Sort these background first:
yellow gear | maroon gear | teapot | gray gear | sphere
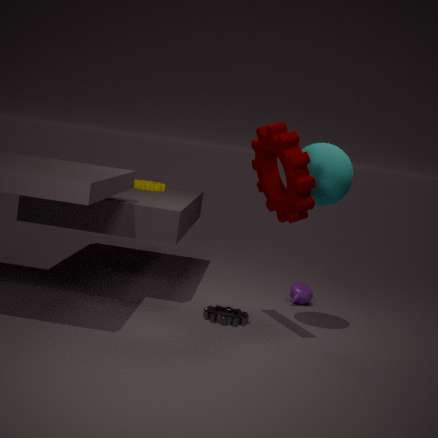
yellow gear < teapot < gray gear < sphere < maroon gear
